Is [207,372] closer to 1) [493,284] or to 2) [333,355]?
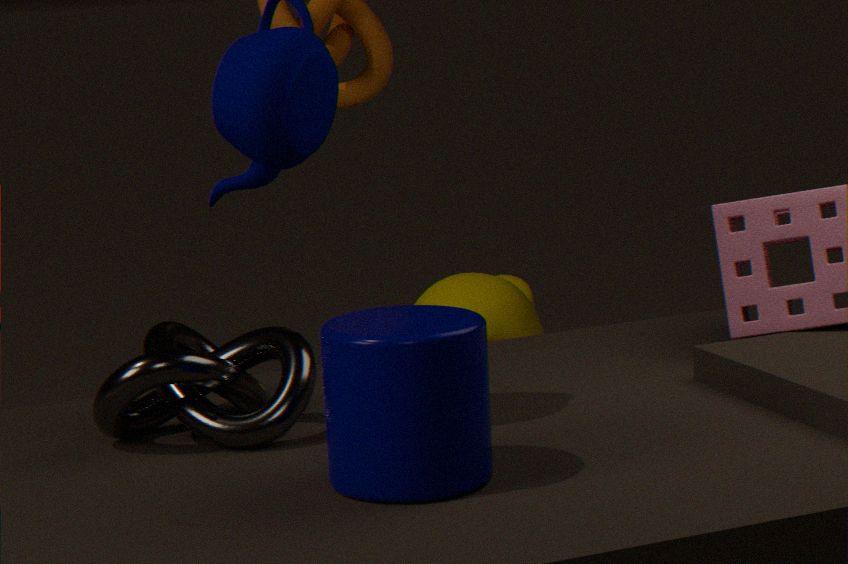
2) [333,355]
